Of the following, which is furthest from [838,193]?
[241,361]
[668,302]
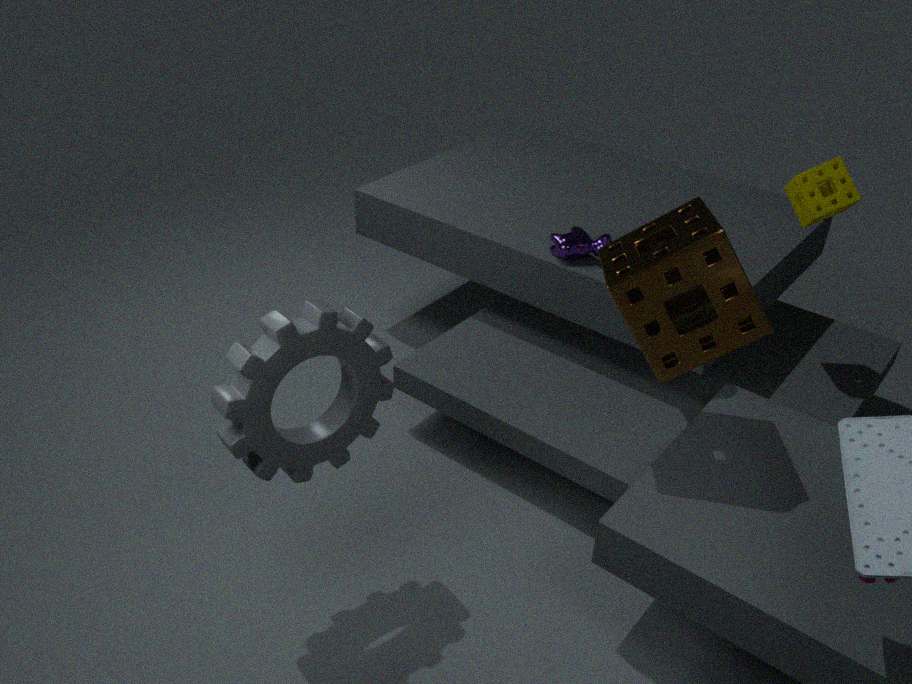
[241,361]
